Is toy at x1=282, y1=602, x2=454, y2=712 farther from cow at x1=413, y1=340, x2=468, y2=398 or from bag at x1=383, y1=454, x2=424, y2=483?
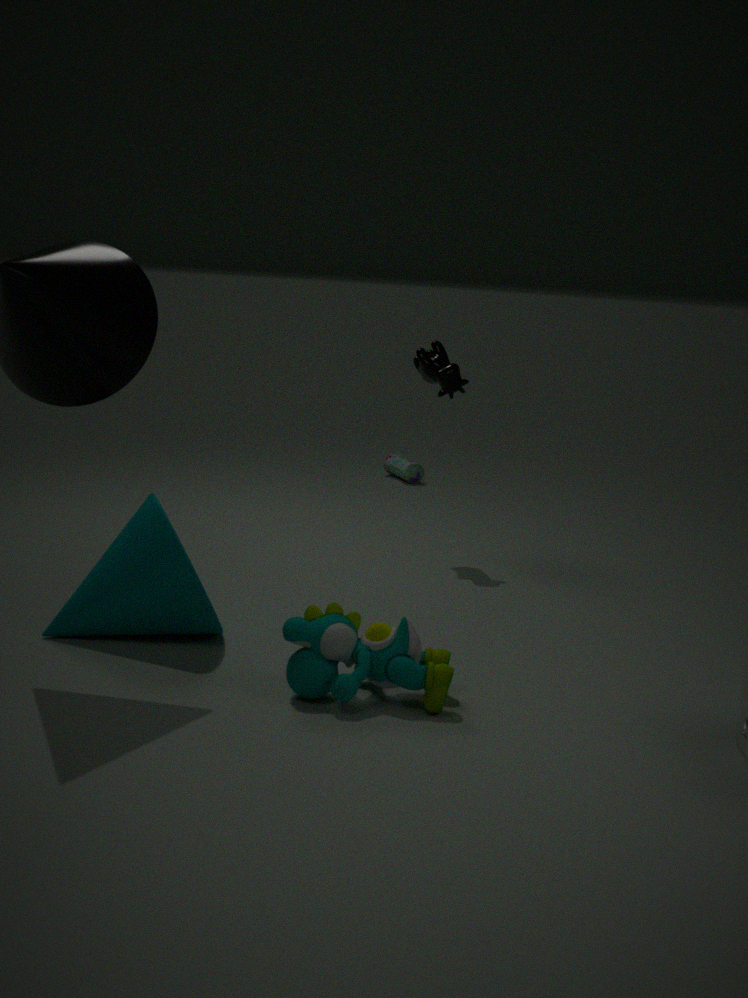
bag at x1=383, y1=454, x2=424, y2=483
